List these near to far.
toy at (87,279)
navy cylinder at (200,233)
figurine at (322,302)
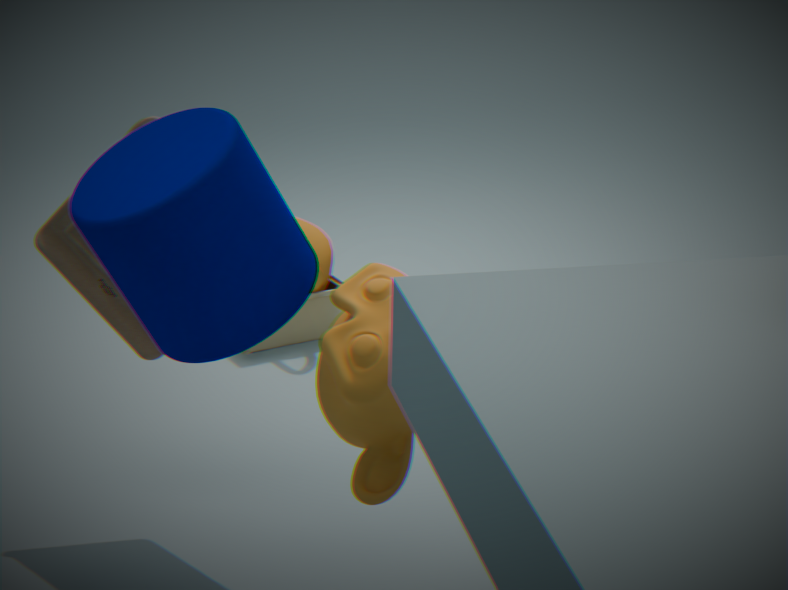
navy cylinder at (200,233)
toy at (87,279)
figurine at (322,302)
